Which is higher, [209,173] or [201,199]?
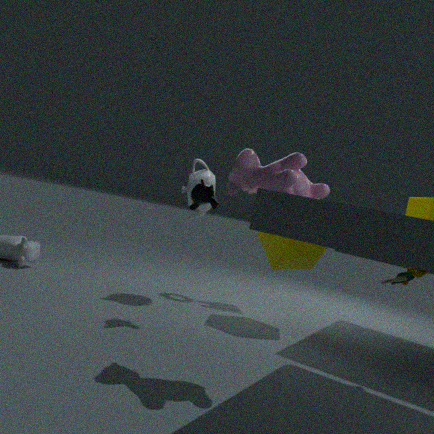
[209,173]
